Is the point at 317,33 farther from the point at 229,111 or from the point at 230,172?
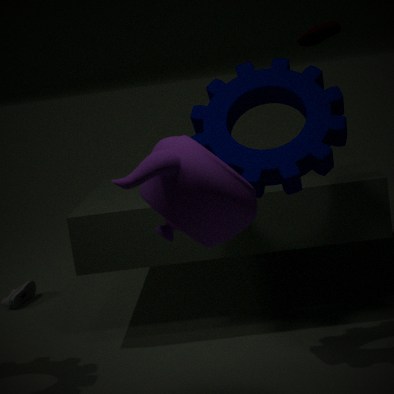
the point at 230,172
